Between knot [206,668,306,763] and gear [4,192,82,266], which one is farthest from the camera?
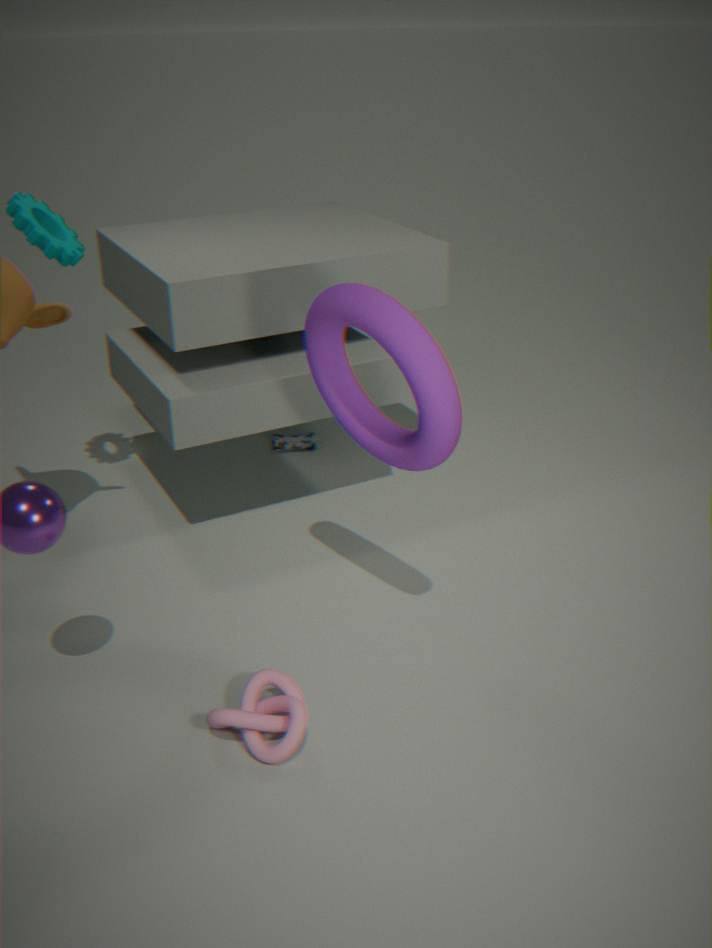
gear [4,192,82,266]
